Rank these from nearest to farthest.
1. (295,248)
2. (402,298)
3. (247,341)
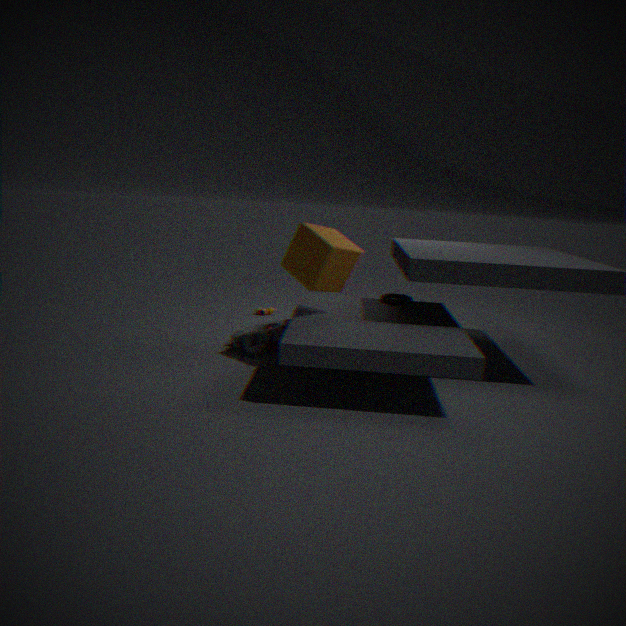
(295,248) < (247,341) < (402,298)
